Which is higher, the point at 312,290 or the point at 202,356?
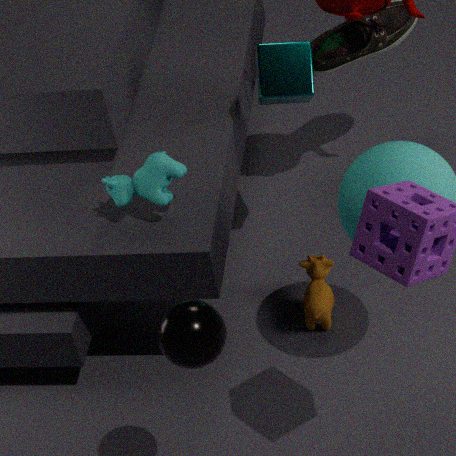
the point at 202,356
